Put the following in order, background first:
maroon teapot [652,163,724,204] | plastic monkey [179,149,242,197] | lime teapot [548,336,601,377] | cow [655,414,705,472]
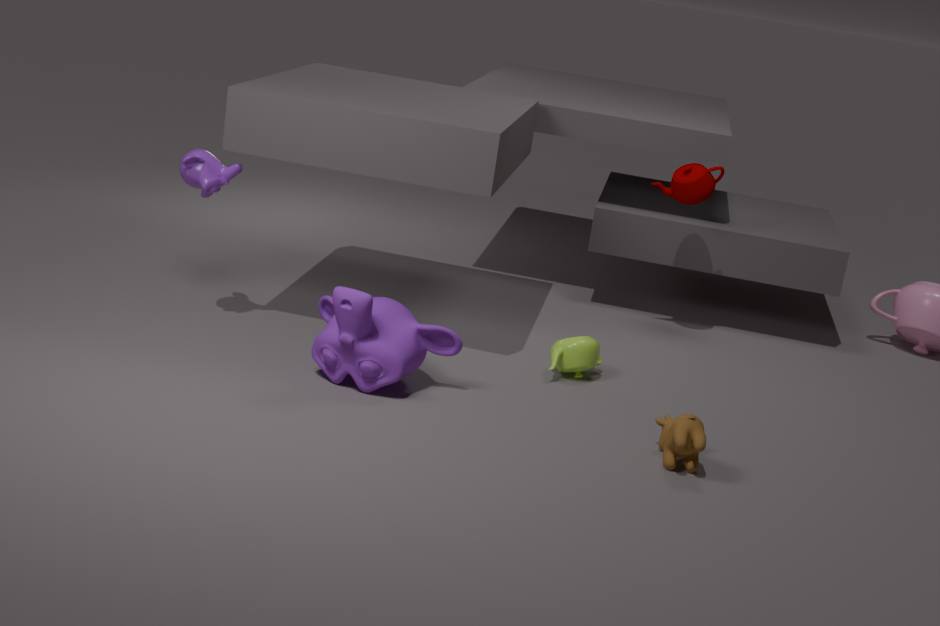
1. maroon teapot [652,163,724,204]
2. lime teapot [548,336,601,377]
3. plastic monkey [179,149,242,197]
4. cow [655,414,705,472]
